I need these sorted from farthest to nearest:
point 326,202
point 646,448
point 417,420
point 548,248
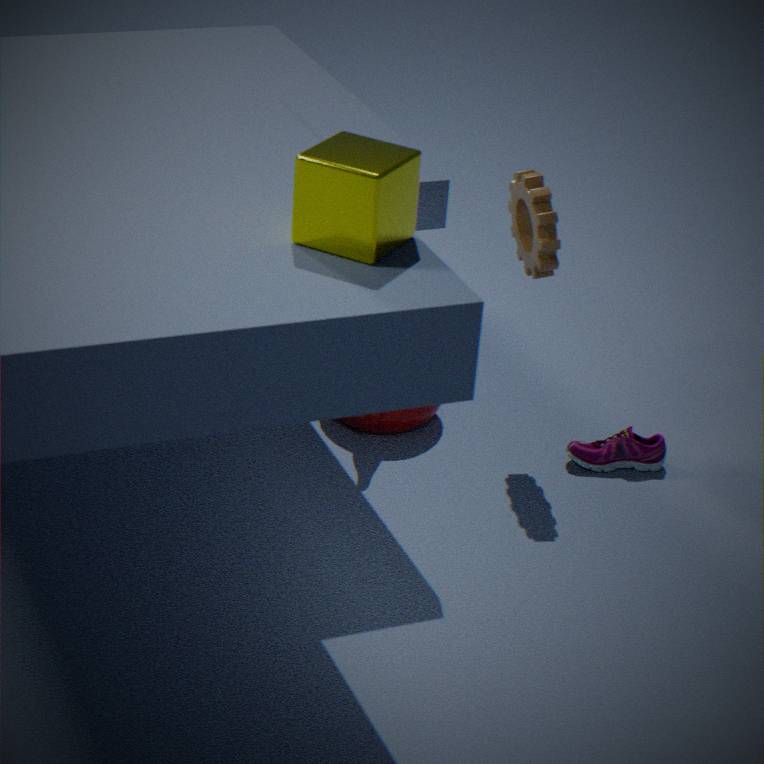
1. point 417,420
2. point 646,448
3. point 548,248
4. point 326,202
